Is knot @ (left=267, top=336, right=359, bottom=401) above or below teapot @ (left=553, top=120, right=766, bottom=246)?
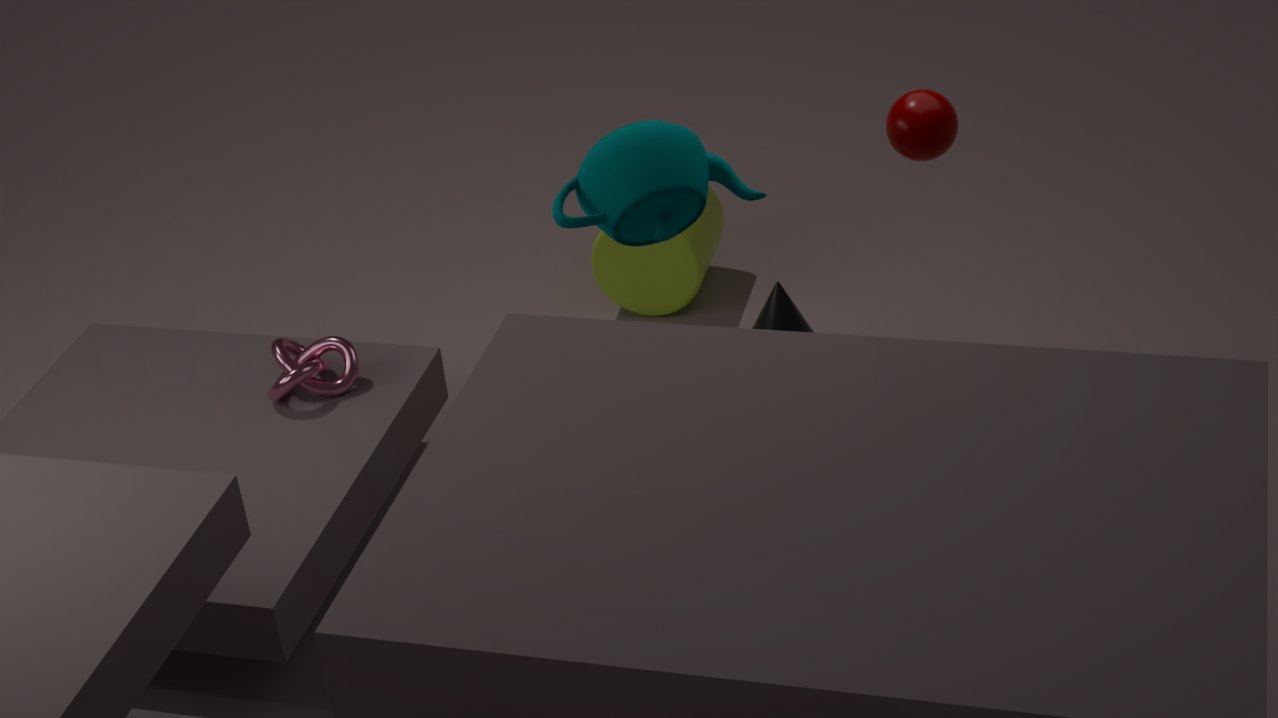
below
